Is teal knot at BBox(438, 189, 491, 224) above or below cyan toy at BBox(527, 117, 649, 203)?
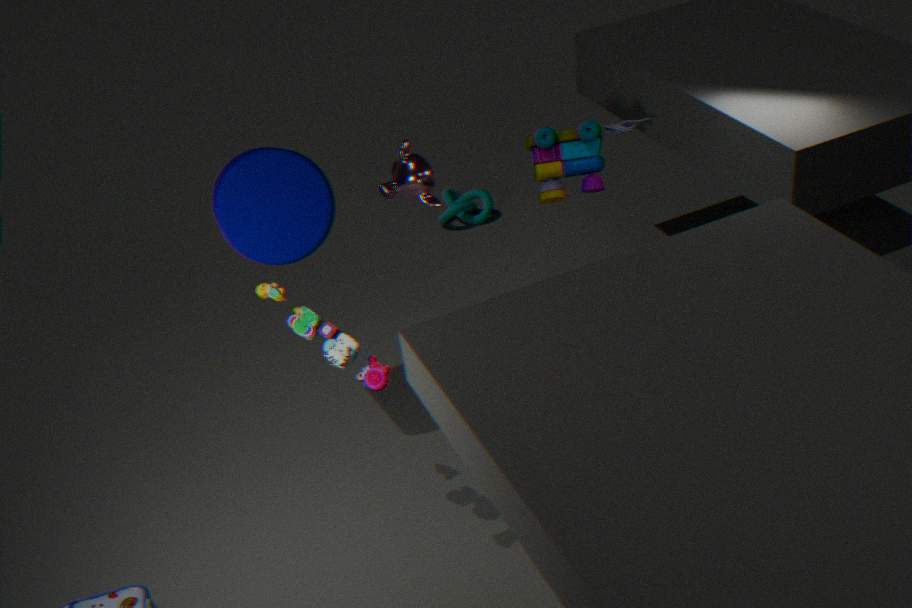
below
